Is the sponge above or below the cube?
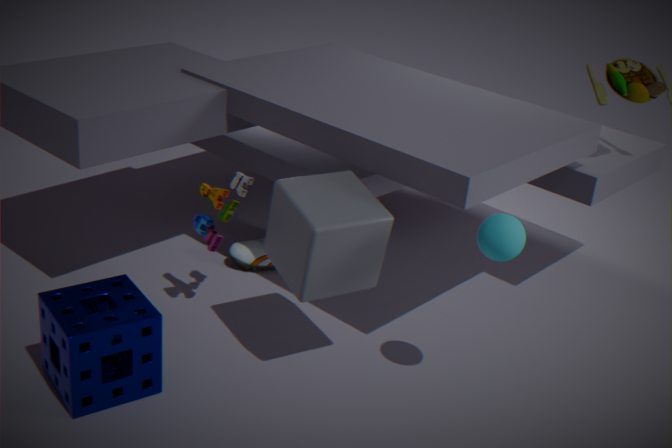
below
